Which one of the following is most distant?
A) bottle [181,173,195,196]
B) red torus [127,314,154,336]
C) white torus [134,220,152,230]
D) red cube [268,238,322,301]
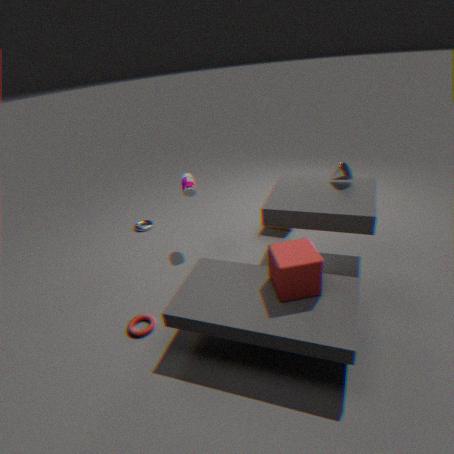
white torus [134,220,152,230]
